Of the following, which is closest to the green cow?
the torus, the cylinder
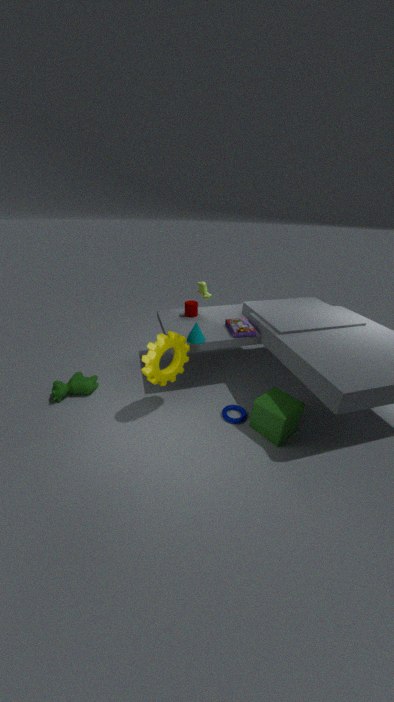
the cylinder
